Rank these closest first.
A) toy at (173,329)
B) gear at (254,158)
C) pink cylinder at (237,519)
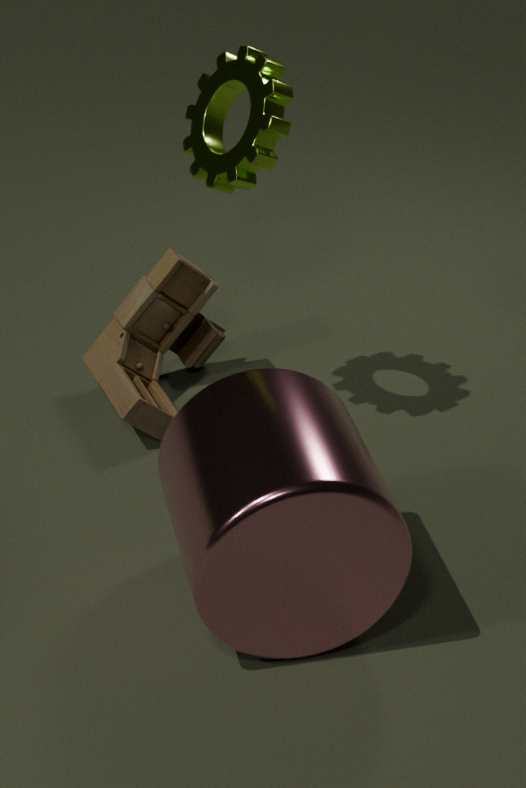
pink cylinder at (237,519), gear at (254,158), toy at (173,329)
